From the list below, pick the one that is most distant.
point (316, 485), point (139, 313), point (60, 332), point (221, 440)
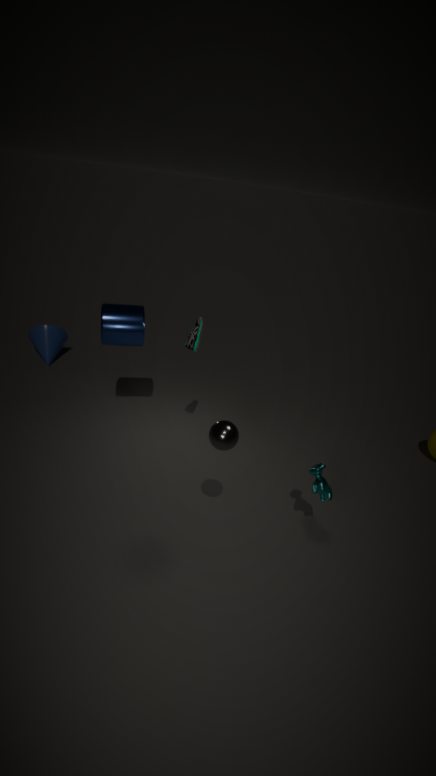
point (60, 332)
